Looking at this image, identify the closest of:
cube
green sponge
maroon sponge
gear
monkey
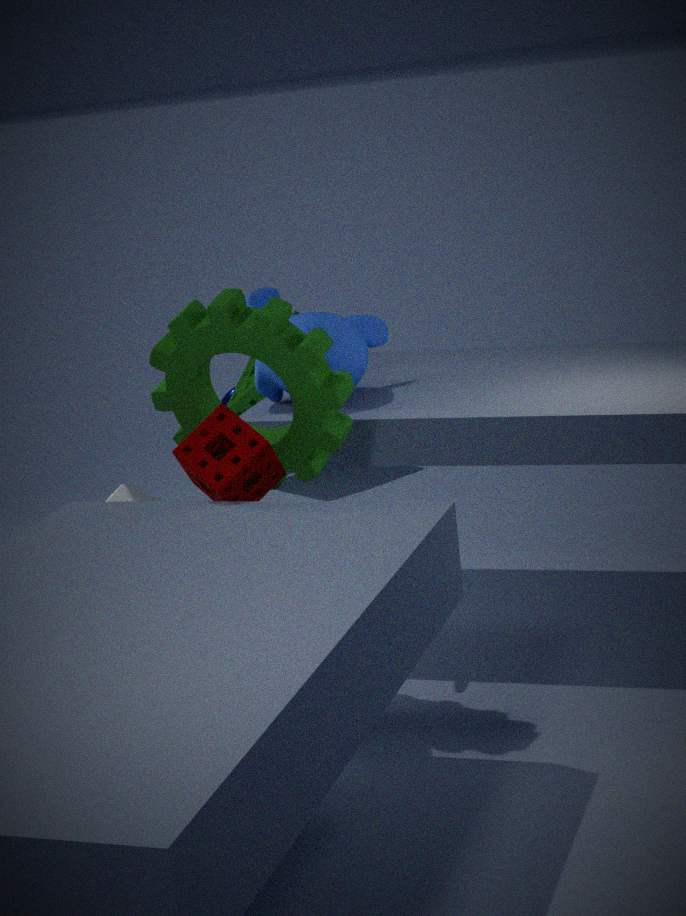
maroon sponge
